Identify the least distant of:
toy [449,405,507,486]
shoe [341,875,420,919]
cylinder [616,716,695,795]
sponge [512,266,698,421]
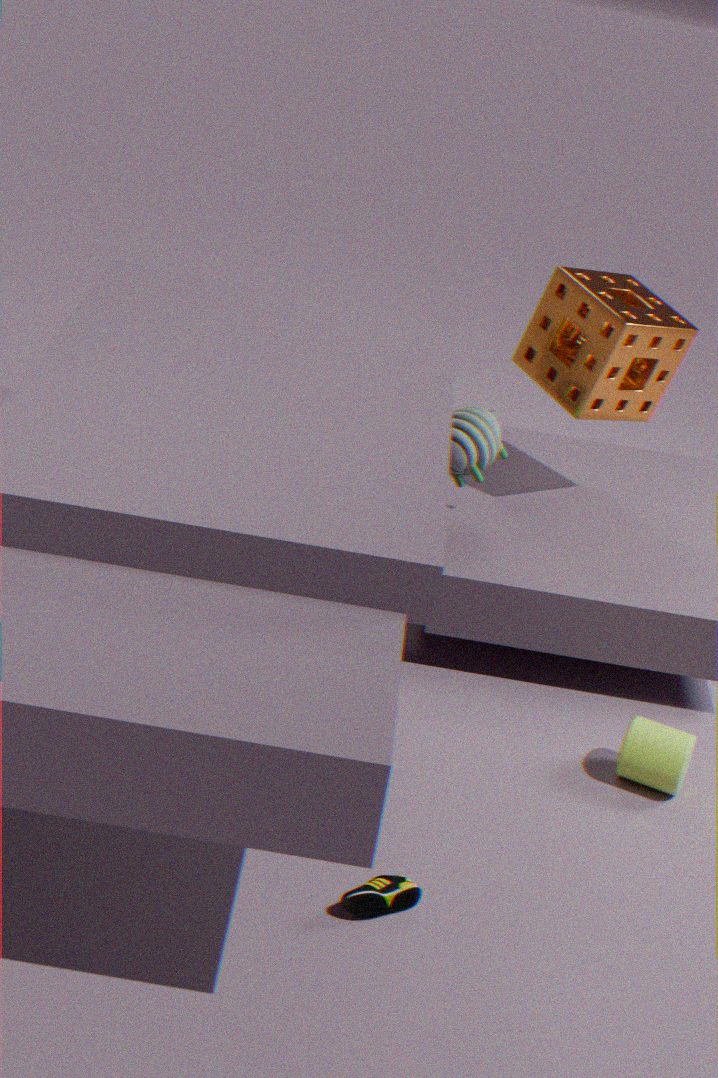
shoe [341,875,420,919]
